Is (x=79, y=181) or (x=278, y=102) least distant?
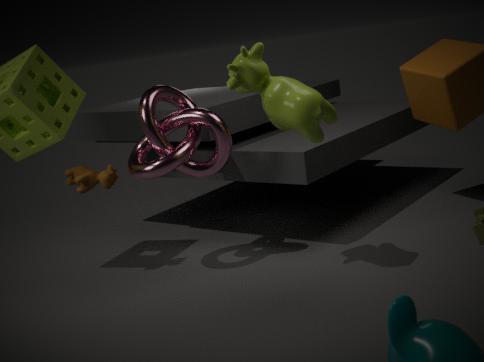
(x=278, y=102)
